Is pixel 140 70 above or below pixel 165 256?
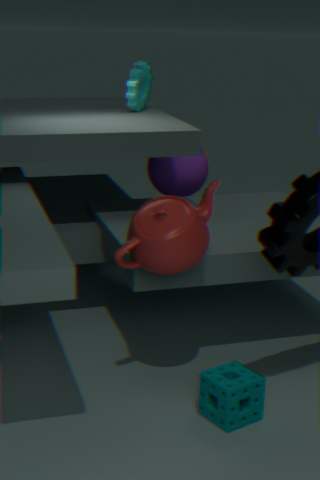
above
